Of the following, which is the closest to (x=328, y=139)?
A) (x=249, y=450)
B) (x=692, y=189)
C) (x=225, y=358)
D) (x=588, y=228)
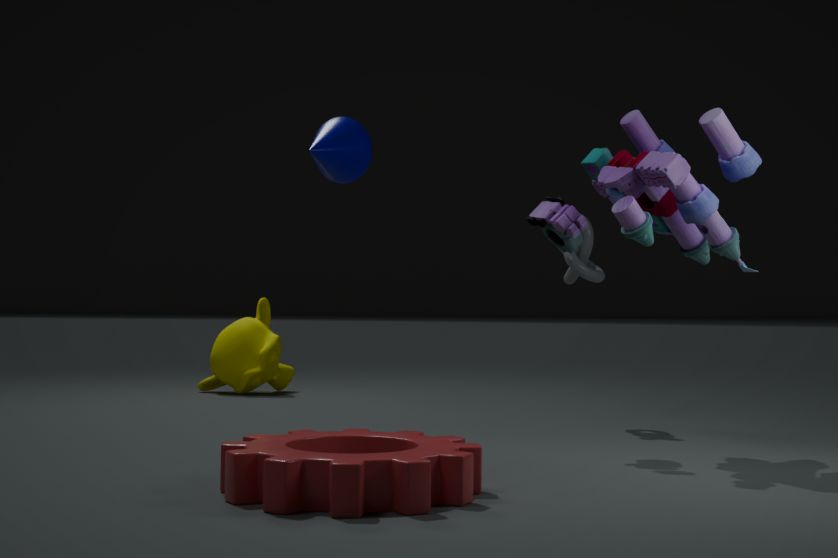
(x=588, y=228)
